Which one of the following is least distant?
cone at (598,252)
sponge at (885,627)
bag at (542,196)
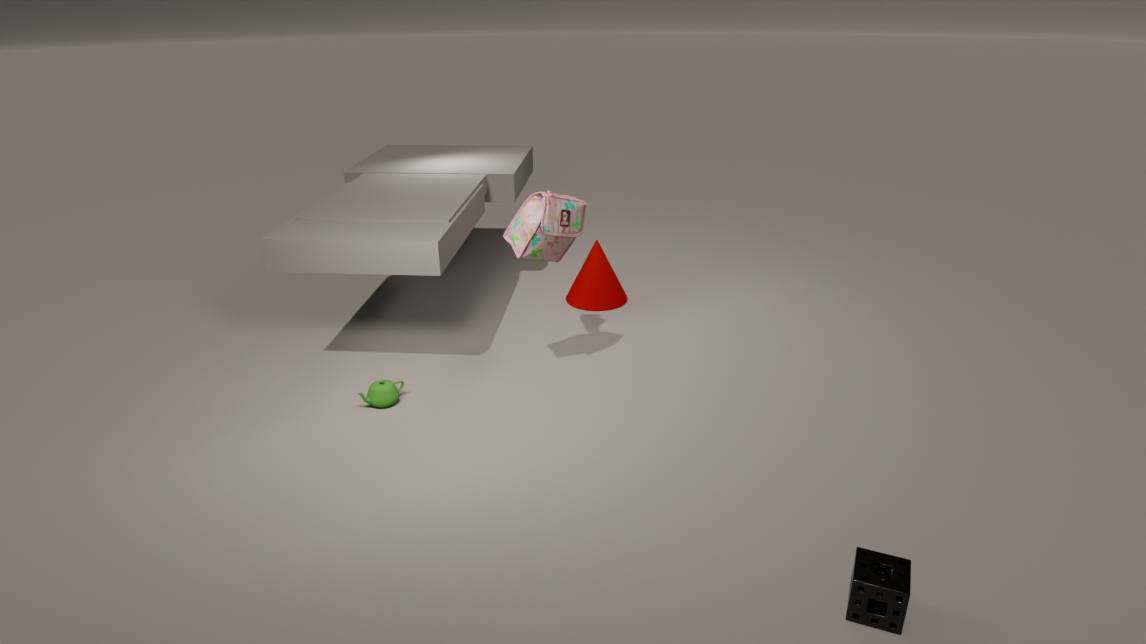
sponge at (885,627)
